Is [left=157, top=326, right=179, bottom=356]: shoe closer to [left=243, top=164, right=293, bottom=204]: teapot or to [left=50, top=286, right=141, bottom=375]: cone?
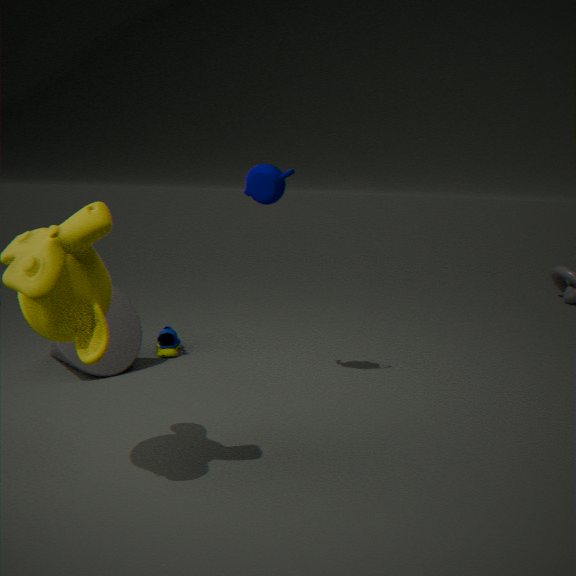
[left=50, top=286, right=141, bottom=375]: cone
